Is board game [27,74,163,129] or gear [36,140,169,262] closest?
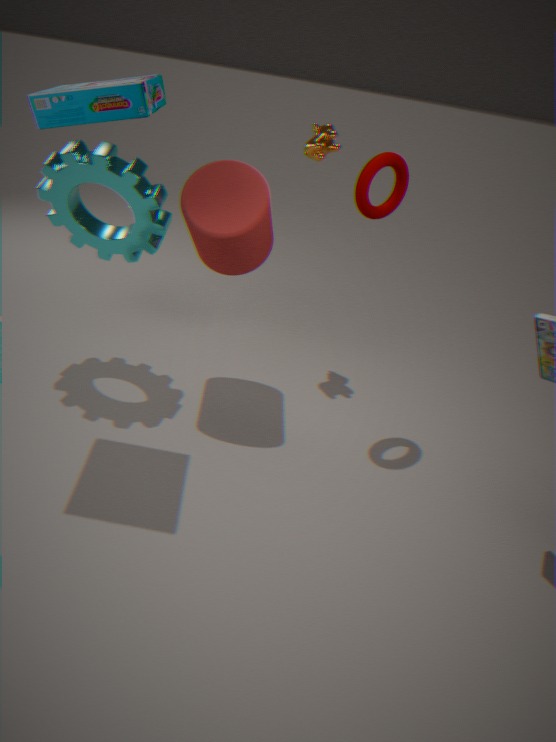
board game [27,74,163,129]
